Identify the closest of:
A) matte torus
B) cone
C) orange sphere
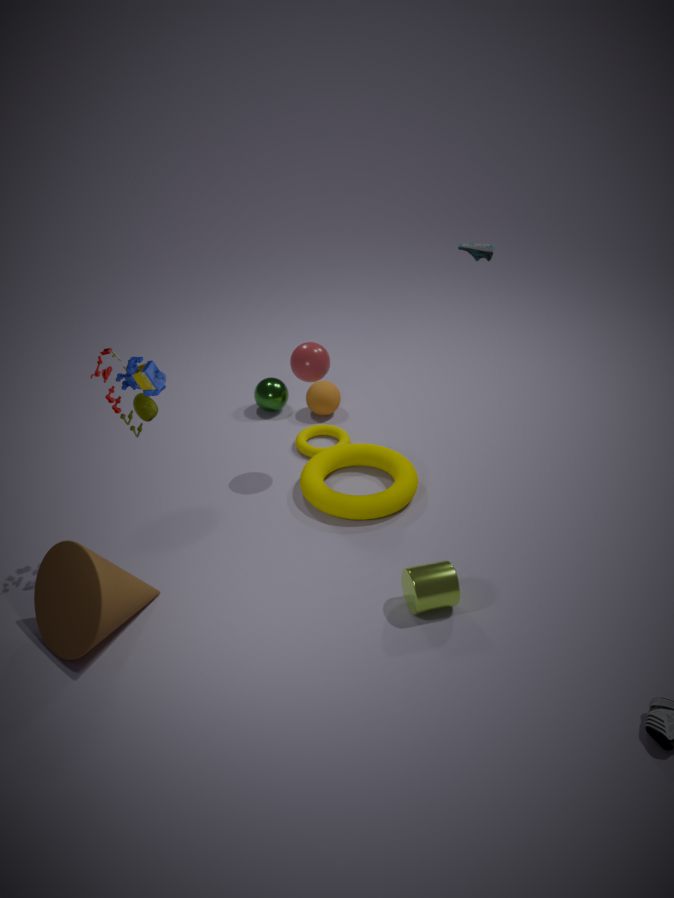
cone
